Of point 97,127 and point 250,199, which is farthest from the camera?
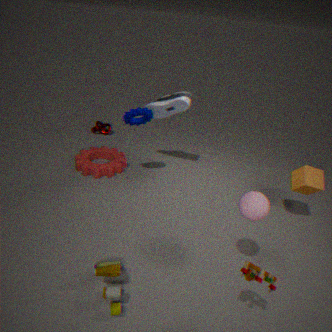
point 97,127
